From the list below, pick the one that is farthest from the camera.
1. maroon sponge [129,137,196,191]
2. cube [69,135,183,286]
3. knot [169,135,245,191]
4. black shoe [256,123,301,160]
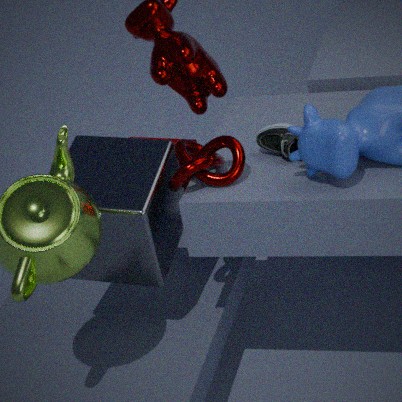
maroon sponge [129,137,196,191]
